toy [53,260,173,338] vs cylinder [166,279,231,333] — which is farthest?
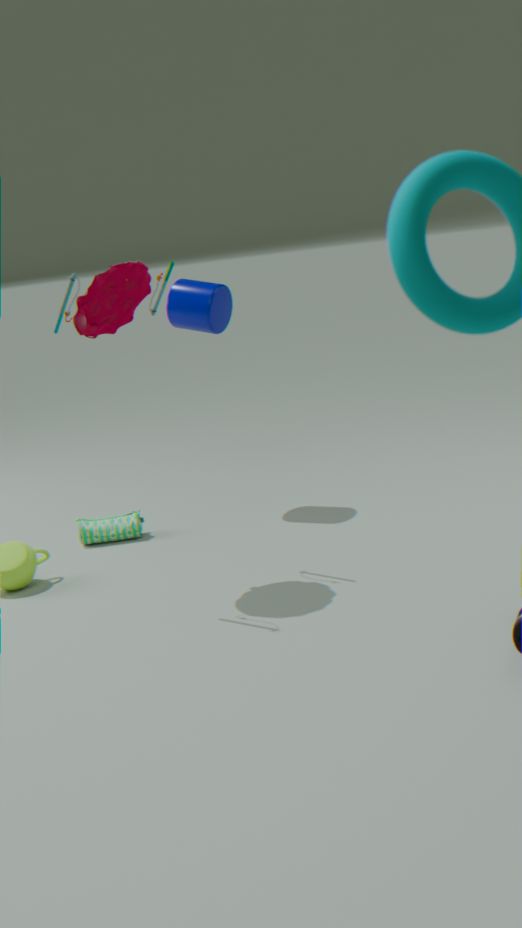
cylinder [166,279,231,333]
